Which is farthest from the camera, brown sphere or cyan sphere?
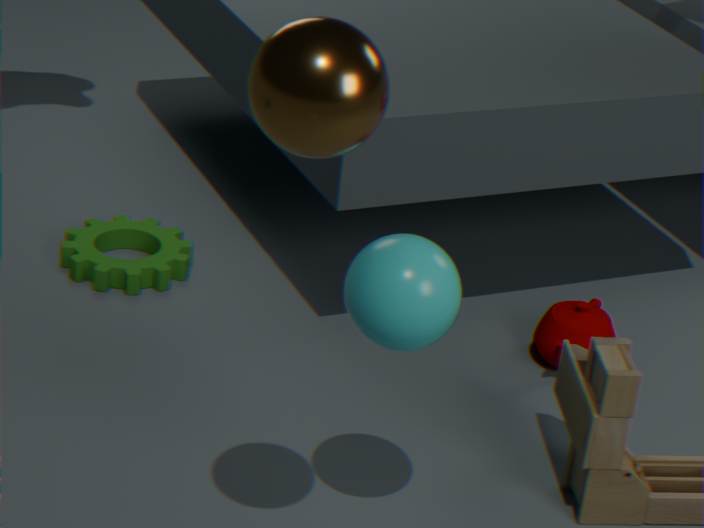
cyan sphere
